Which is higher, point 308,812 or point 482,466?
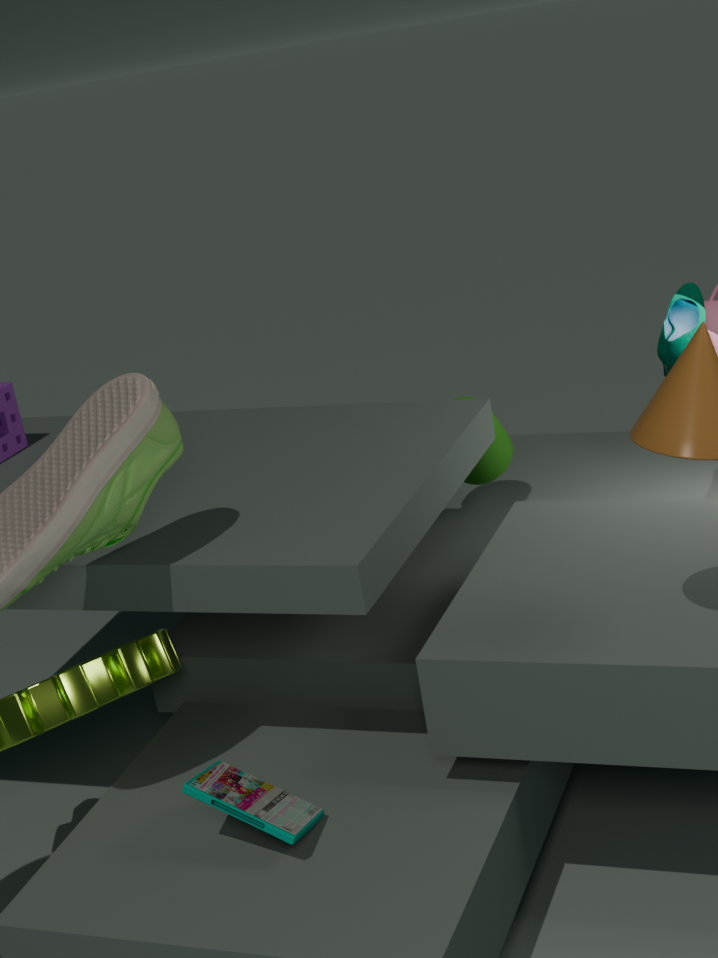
point 482,466
